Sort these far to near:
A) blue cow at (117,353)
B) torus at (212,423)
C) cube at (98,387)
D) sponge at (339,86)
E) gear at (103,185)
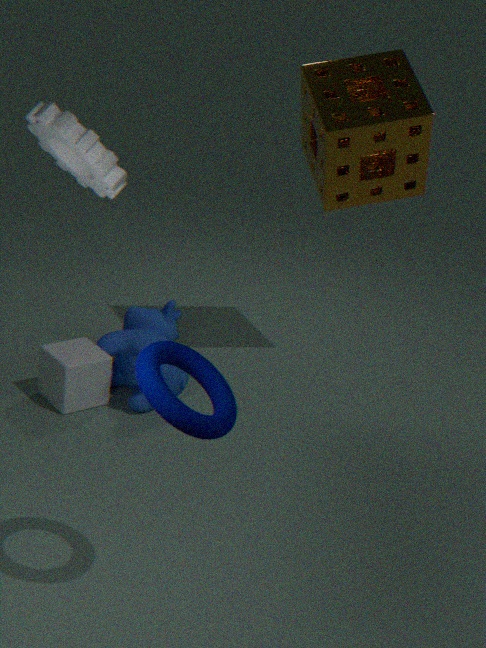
blue cow at (117,353)
cube at (98,387)
sponge at (339,86)
gear at (103,185)
torus at (212,423)
